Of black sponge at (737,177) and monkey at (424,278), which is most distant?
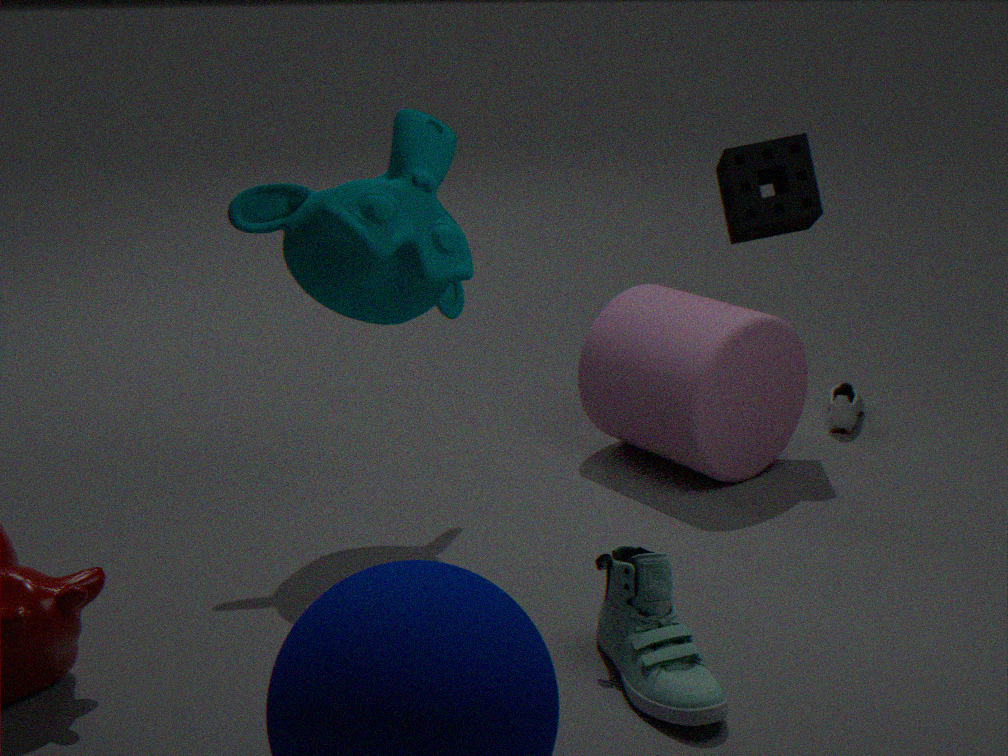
black sponge at (737,177)
